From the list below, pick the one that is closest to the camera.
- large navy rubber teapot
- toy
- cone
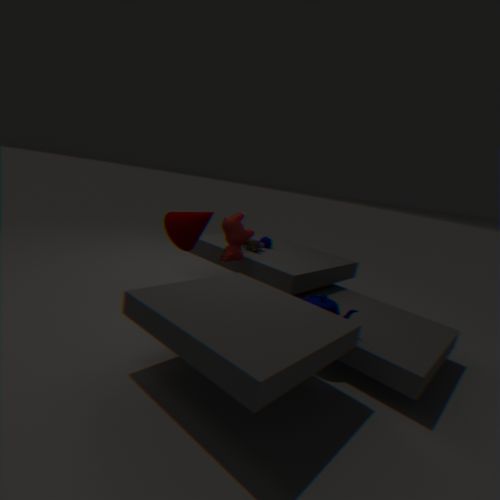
large navy rubber teapot
